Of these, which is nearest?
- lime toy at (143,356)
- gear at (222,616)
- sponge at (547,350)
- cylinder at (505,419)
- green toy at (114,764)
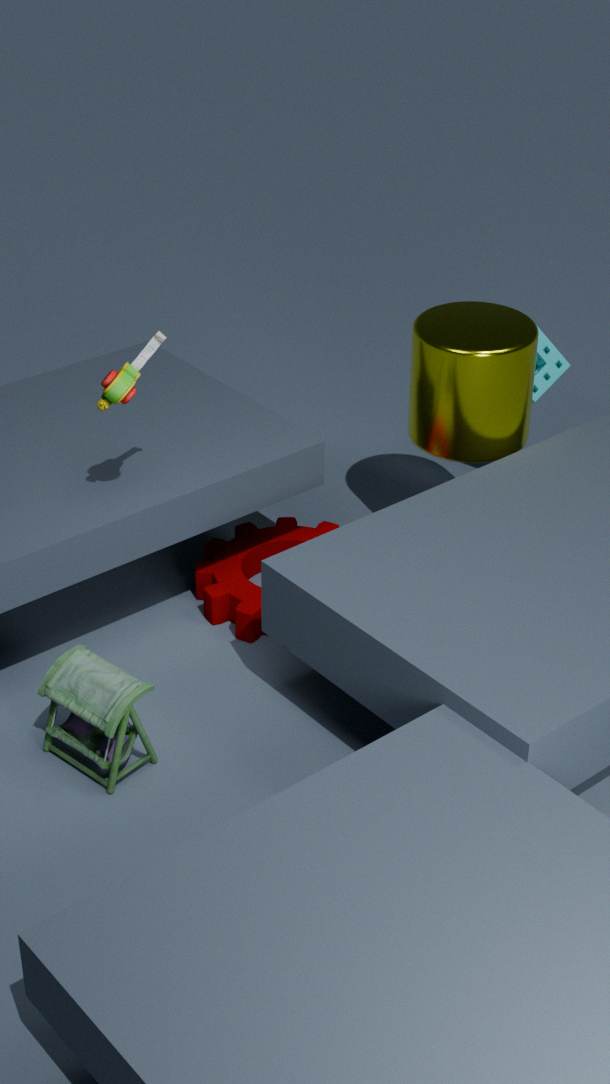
green toy at (114,764)
